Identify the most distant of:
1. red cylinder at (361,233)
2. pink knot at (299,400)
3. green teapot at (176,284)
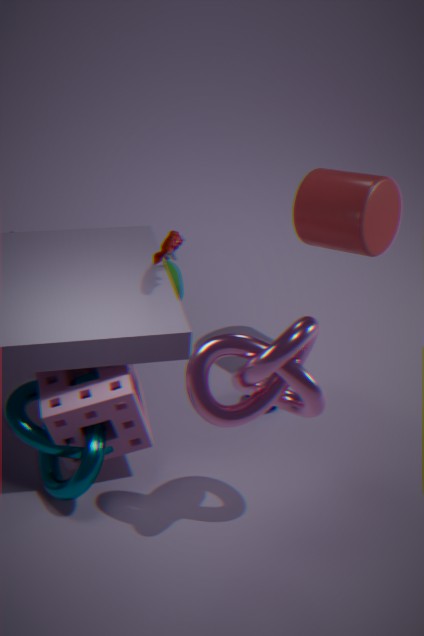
green teapot at (176,284)
